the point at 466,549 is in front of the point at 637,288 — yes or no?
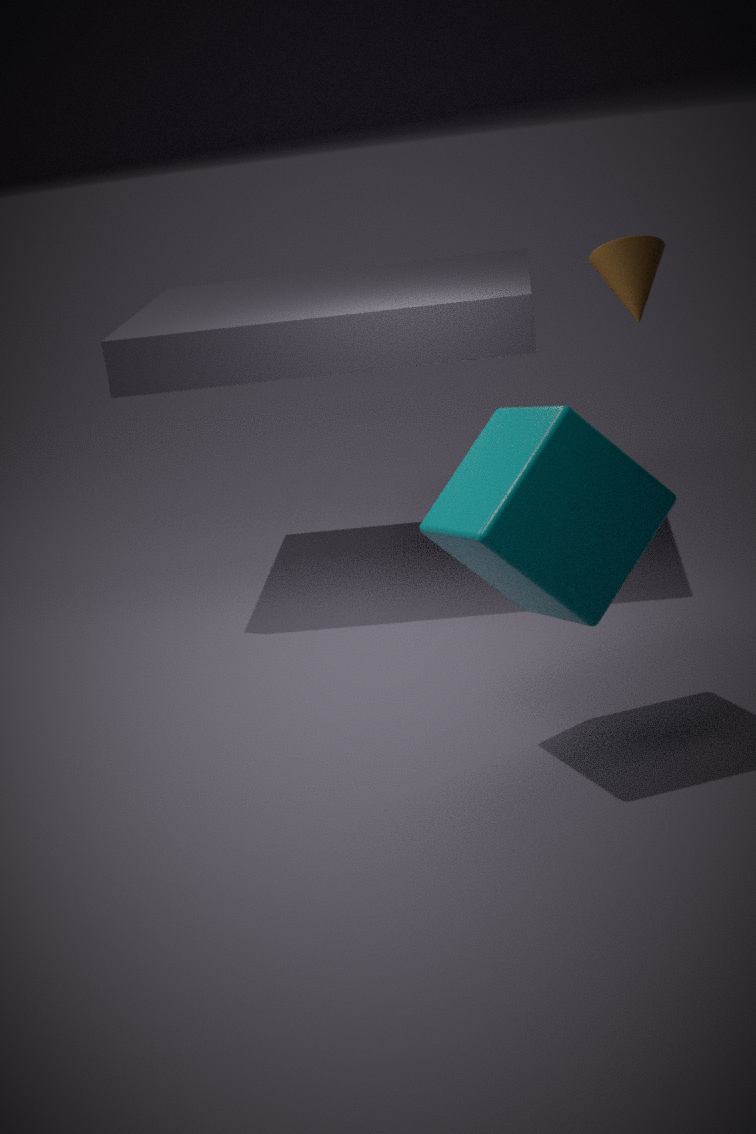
Yes
